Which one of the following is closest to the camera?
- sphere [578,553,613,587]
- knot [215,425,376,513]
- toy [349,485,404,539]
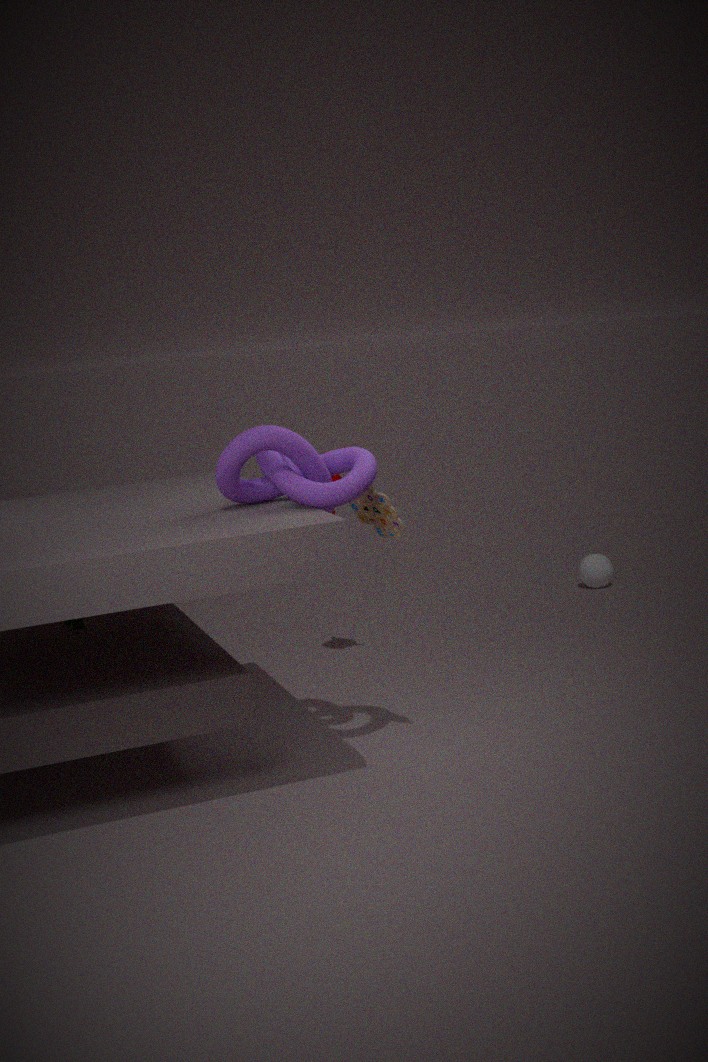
knot [215,425,376,513]
